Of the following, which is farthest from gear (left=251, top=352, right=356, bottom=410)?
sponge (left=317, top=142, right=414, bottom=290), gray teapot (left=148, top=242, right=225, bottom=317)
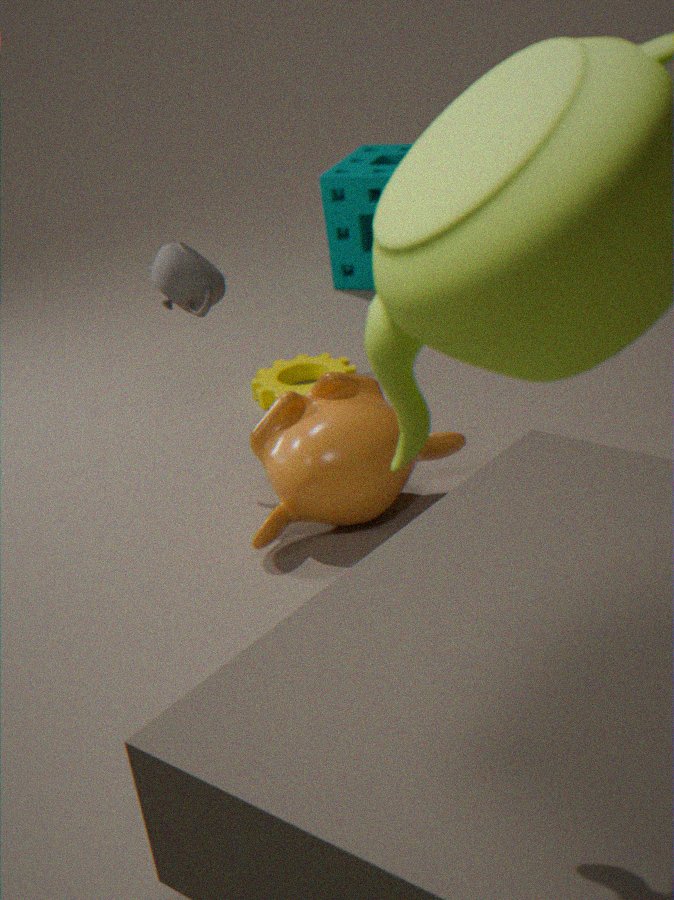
sponge (left=317, top=142, right=414, bottom=290)
